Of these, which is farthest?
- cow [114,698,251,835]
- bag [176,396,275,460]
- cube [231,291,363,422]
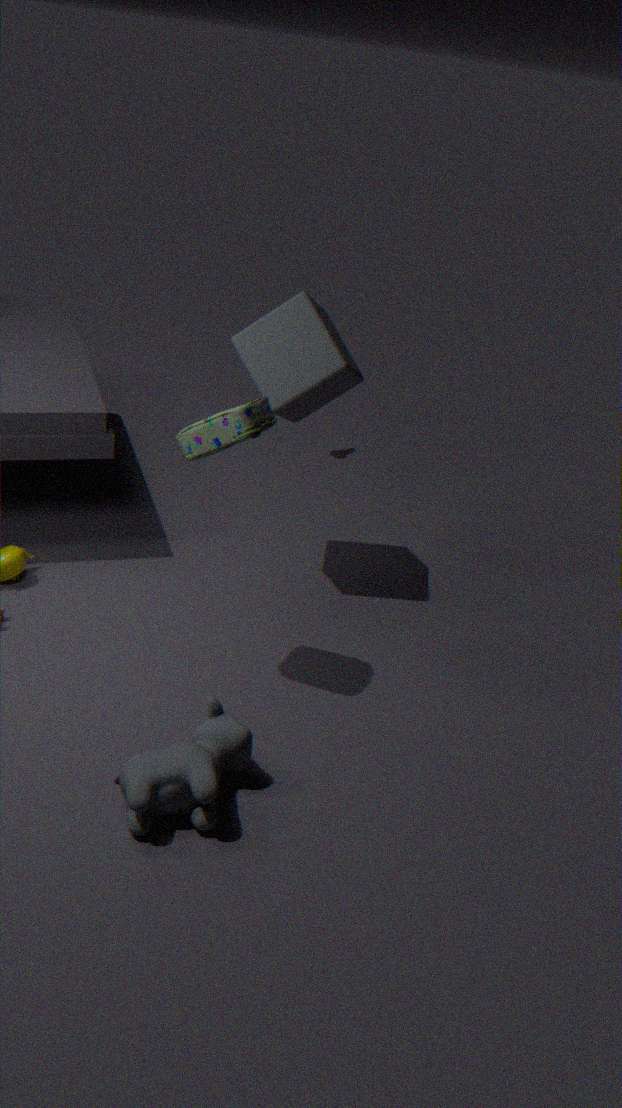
cube [231,291,363,422]
